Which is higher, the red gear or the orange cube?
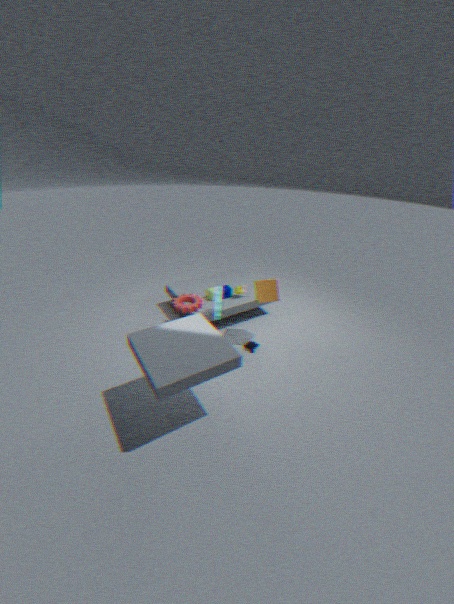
the orange cube
